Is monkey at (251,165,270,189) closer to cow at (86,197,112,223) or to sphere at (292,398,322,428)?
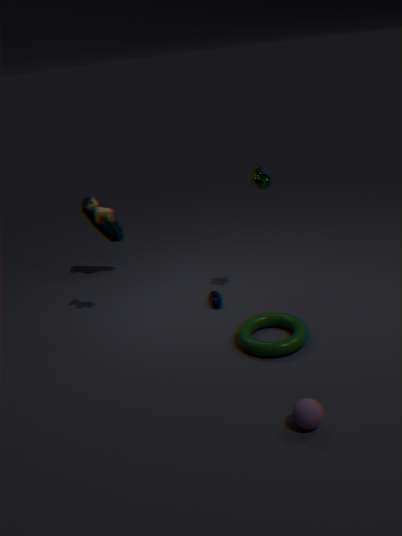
cow at (86,197,112,223)
